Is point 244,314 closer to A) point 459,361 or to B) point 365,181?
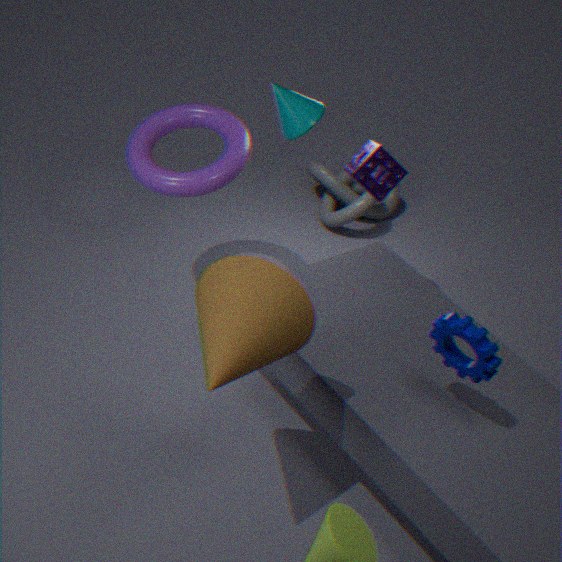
A) point 459,361
